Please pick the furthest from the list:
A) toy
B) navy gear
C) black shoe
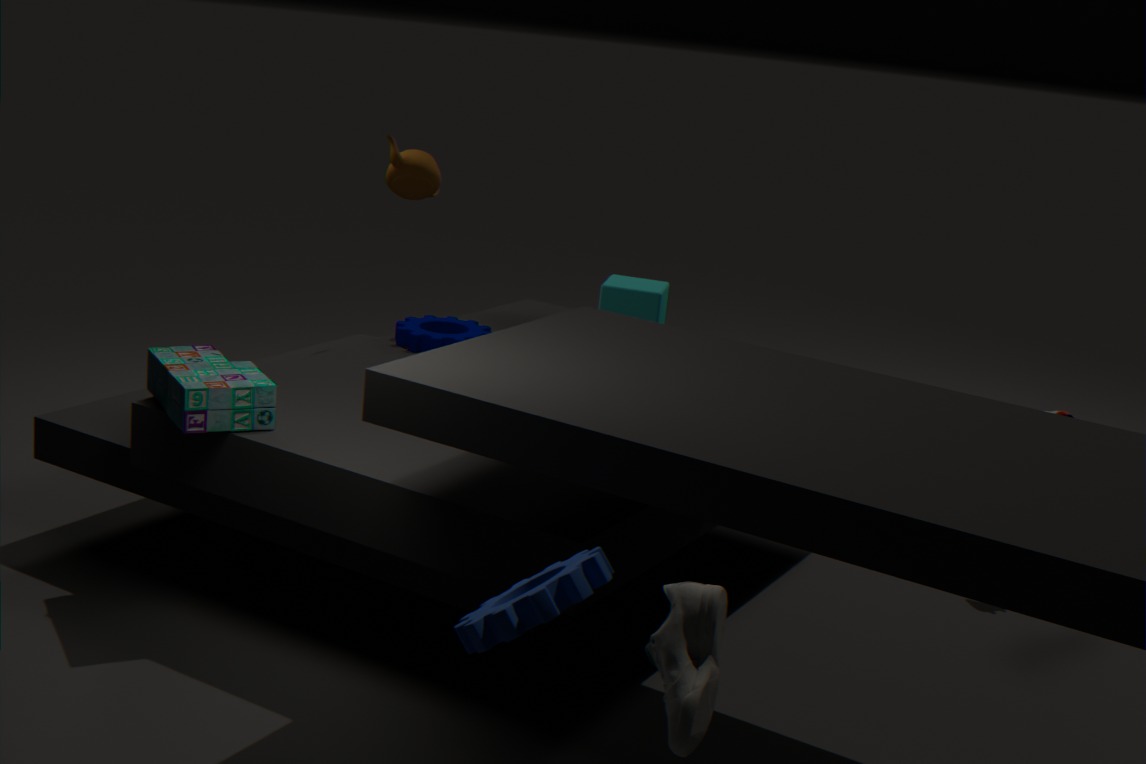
navy gear
